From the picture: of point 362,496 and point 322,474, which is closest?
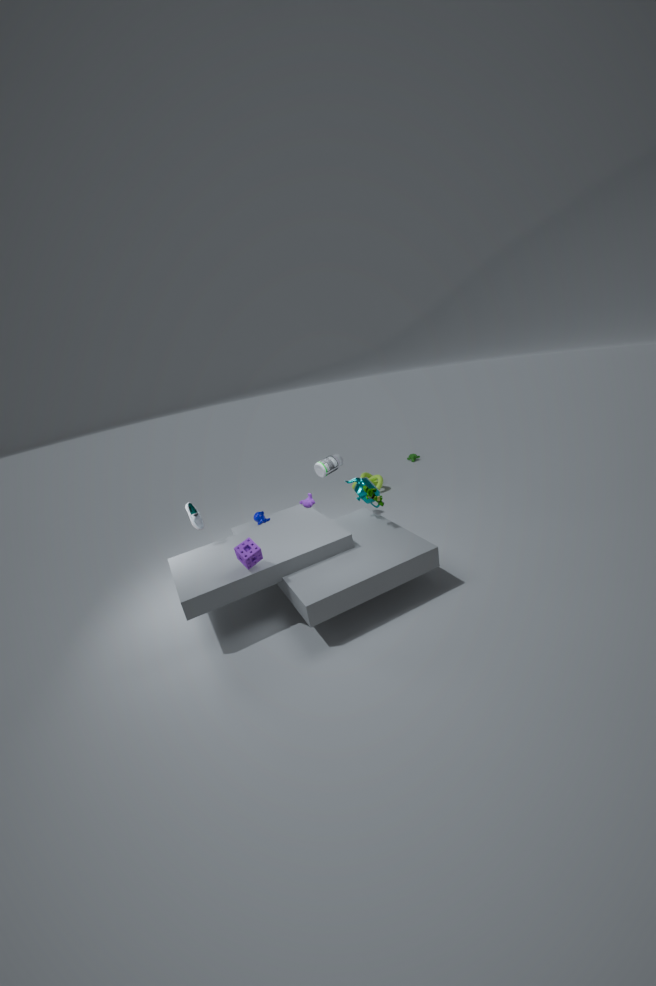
point 362,496
